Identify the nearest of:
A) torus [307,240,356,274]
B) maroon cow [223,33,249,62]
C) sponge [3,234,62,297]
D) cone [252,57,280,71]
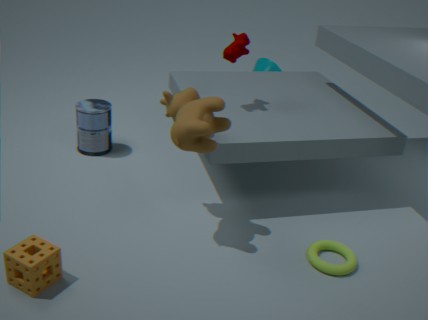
sponge [3,234,62,297]
